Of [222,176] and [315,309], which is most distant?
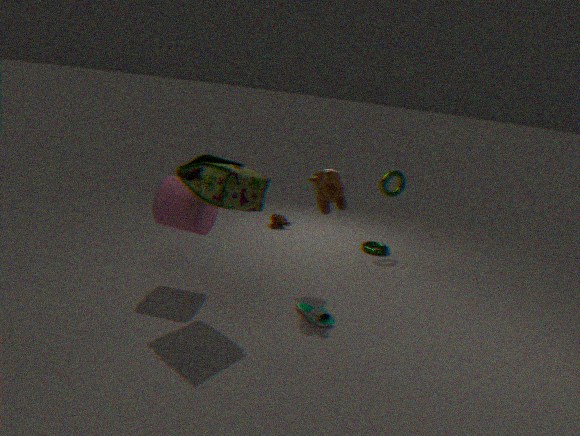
[315,309]
